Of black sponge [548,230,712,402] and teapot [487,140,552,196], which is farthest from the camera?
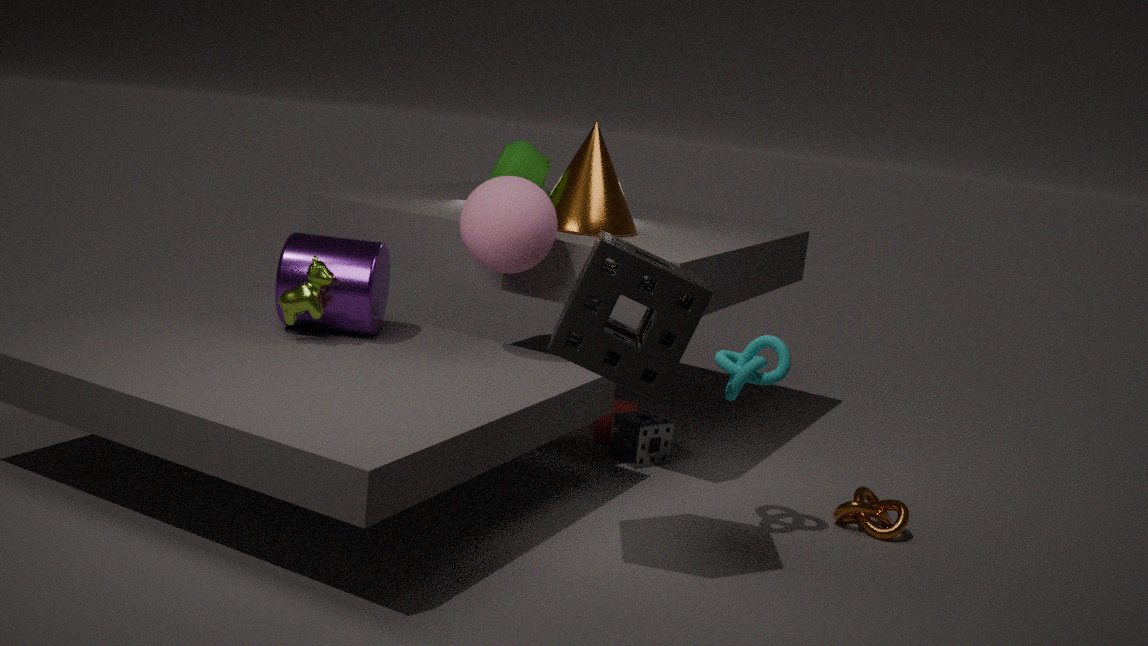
teapot [487,140,552,196]
